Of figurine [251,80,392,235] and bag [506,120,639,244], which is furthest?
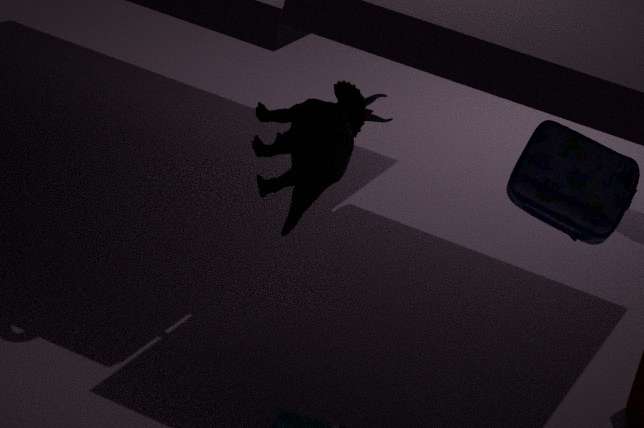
bag [506,120,639,244]
